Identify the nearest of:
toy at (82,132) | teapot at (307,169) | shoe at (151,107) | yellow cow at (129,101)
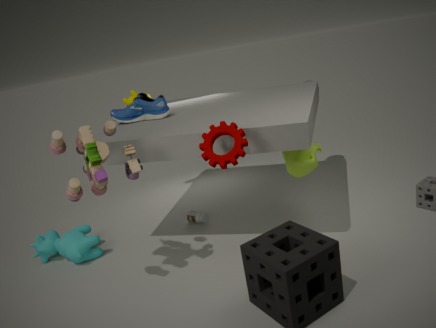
toy at (82,132)
